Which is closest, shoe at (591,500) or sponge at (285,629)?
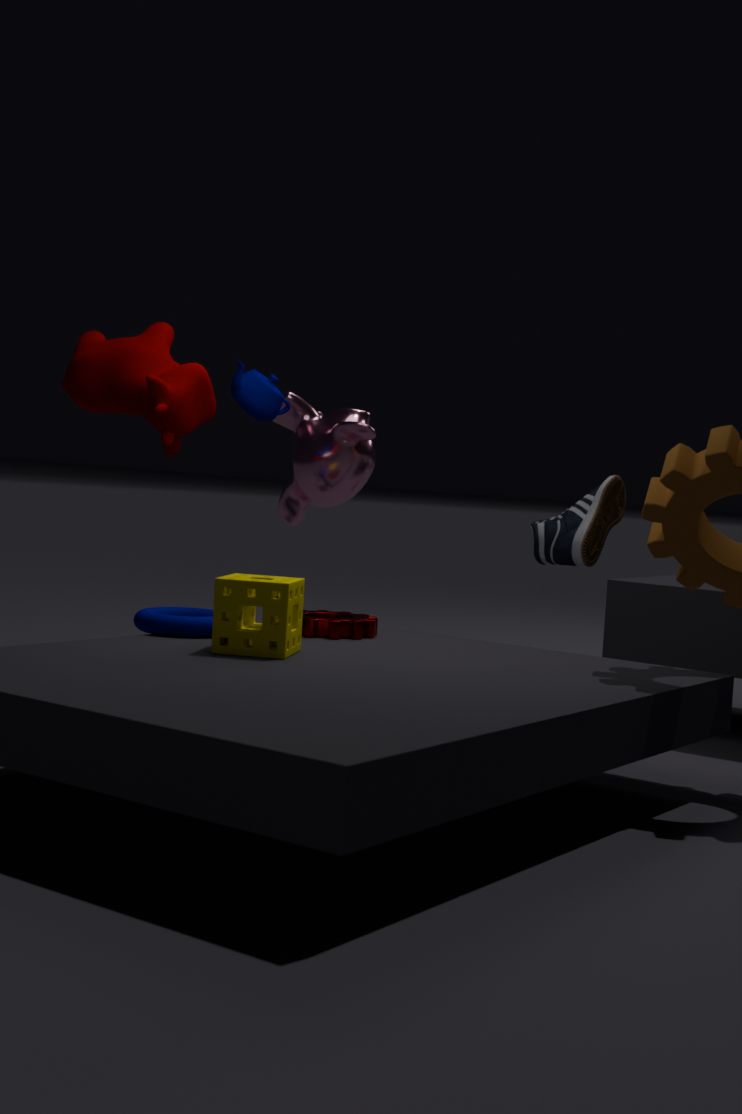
sponge at (285,629)
